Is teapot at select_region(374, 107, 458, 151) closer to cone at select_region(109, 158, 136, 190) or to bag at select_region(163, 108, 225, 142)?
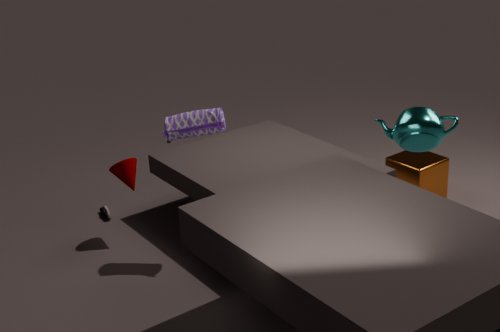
bag at select_region(163, 108, 225, 142)
